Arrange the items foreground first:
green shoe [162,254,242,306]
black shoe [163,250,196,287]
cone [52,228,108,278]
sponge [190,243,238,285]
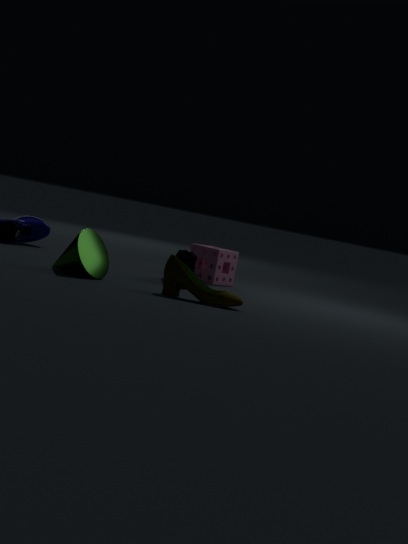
1. green shoe [162,254,242,306]
2. cone [52,228,108,278]
3. black shoe [163,250,196,287]
4. sponge [190,243,238,285]
